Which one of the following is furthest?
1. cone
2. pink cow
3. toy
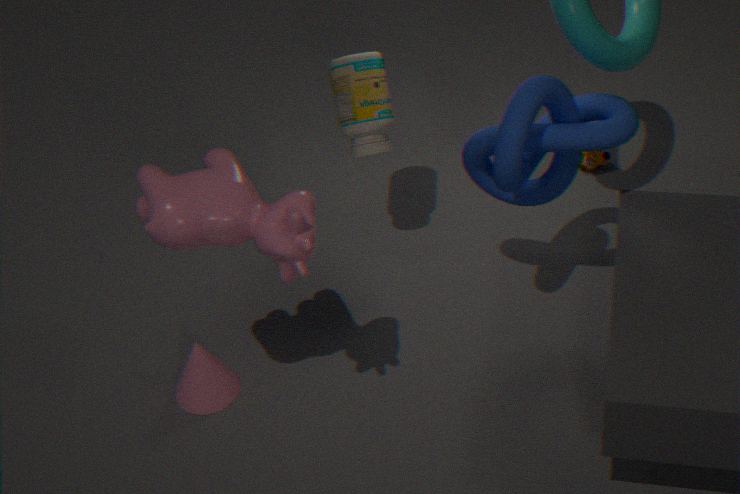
toy
